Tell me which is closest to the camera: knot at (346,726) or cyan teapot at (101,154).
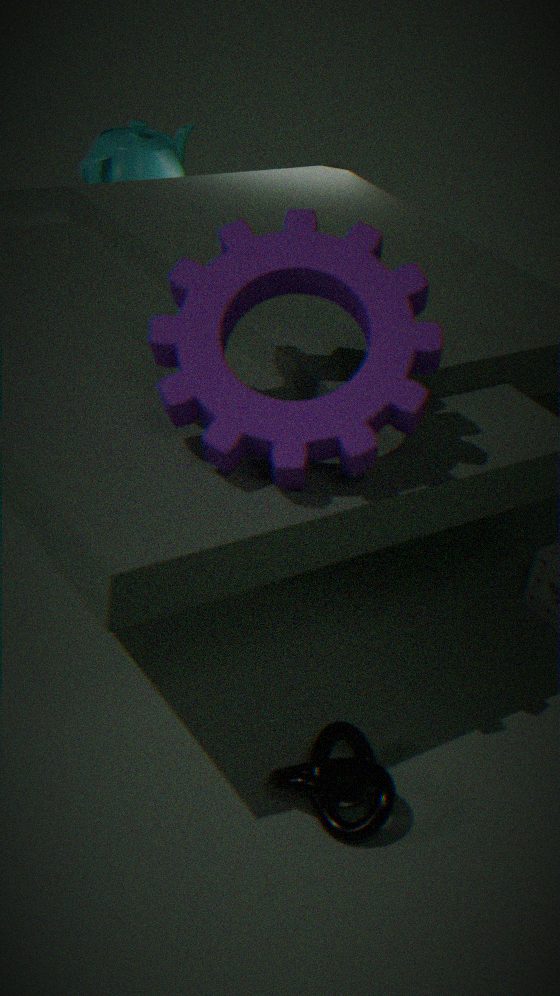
knot at (346,726)
